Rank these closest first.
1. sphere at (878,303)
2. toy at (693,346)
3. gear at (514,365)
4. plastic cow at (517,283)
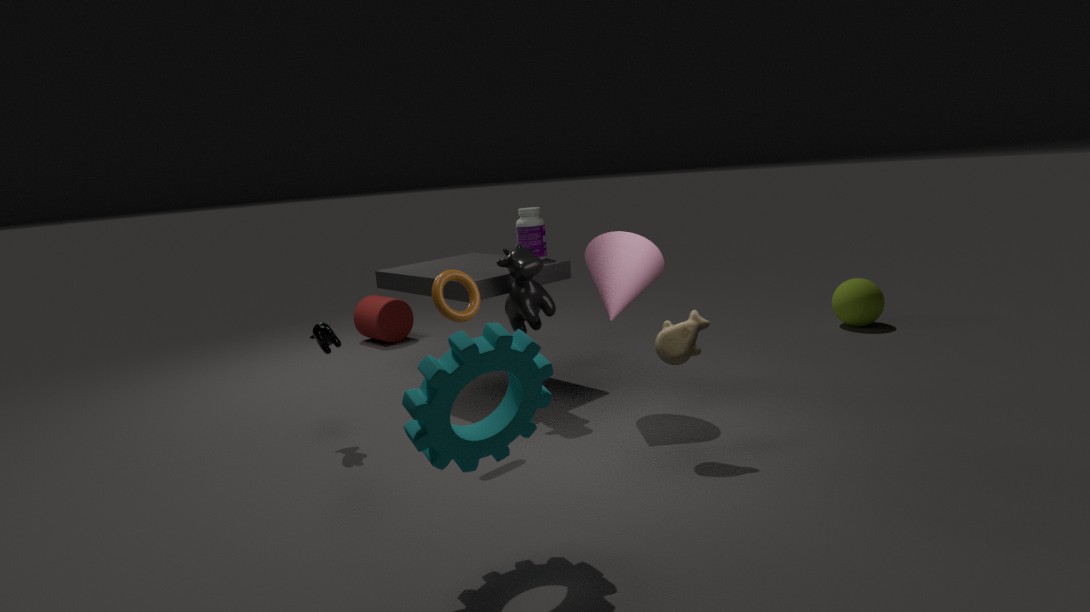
1. gear at (514,365)
2. toy at (693,346)
3. plastic cow at (517,283)
4. sphere at (878,303)
